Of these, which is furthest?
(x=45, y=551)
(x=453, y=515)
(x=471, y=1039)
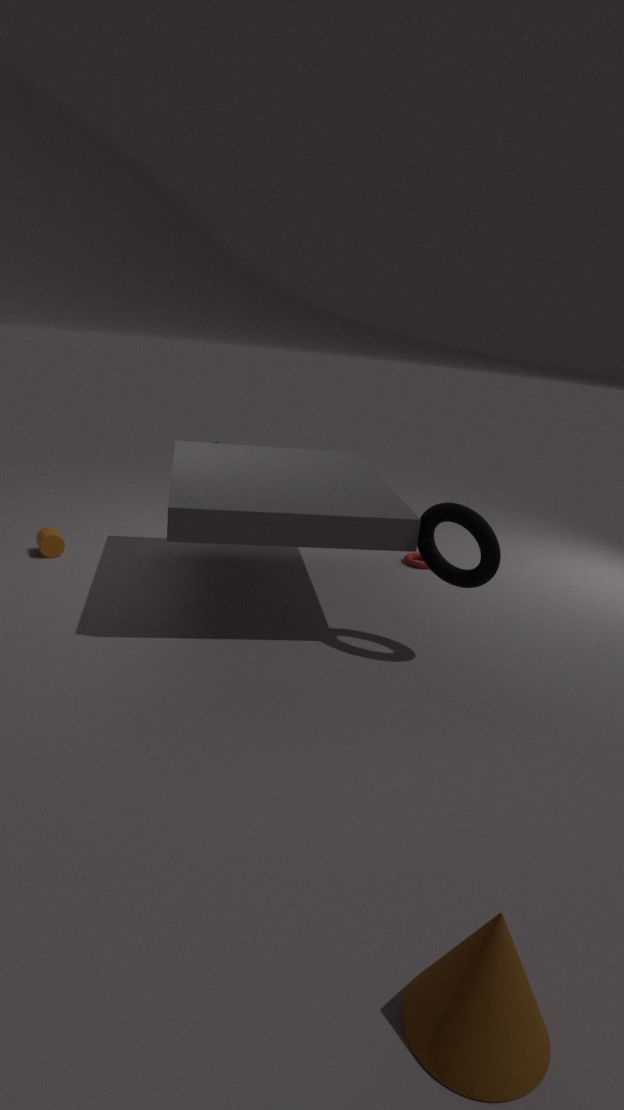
(x=45, y=551)
